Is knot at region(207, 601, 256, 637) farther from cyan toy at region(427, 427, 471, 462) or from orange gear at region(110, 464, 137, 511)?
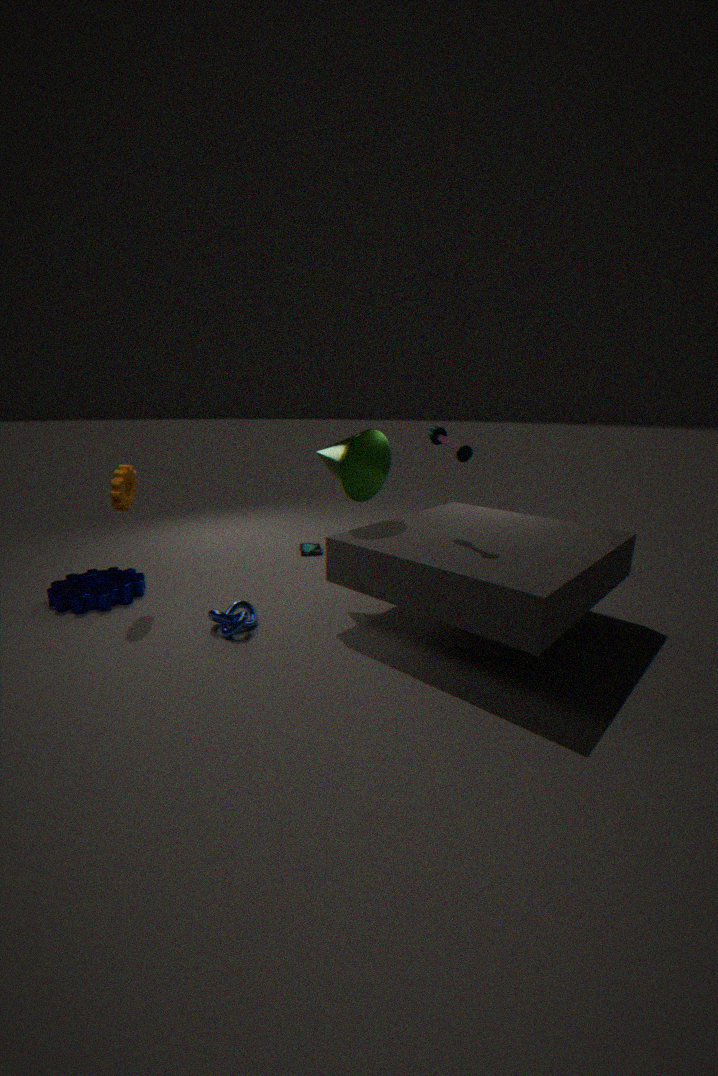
cyan toy at region(427, 427, 471, 462)
